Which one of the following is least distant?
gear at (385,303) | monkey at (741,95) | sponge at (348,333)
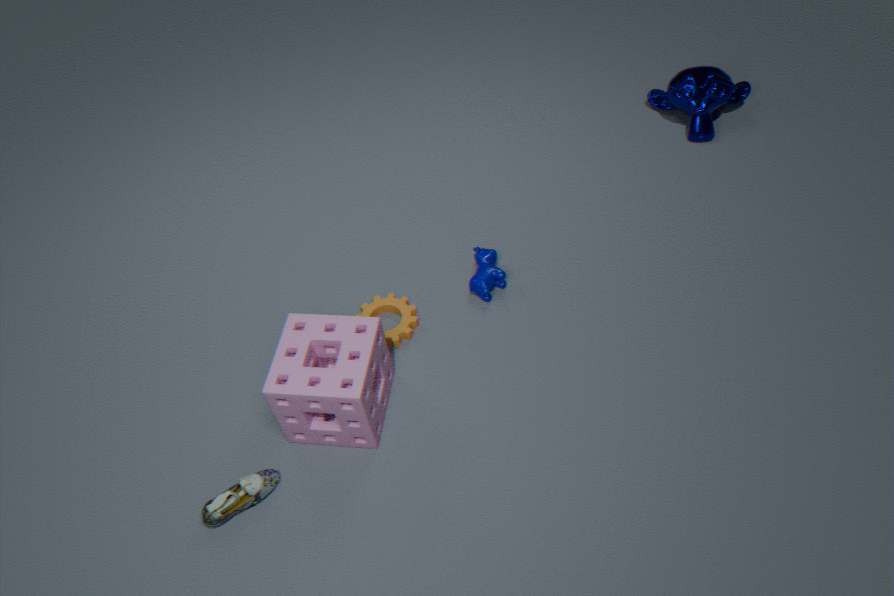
sponge at (348,333)
